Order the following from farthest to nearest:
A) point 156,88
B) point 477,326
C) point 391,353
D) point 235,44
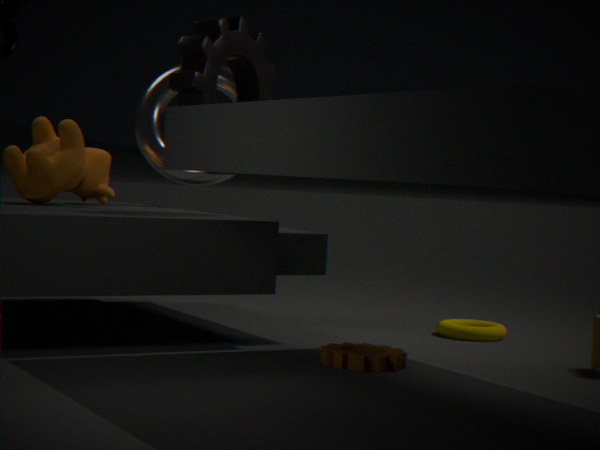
point 156,88, point 477,326, point 235,44, point 391,353
